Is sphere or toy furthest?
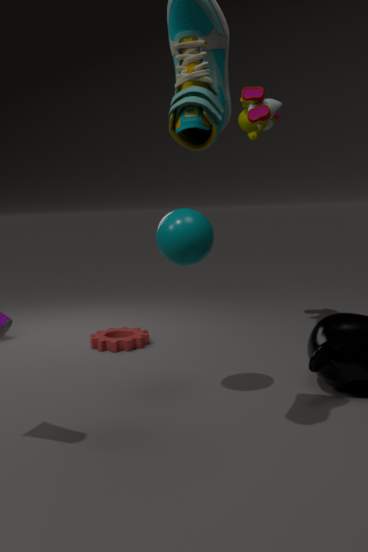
toy
